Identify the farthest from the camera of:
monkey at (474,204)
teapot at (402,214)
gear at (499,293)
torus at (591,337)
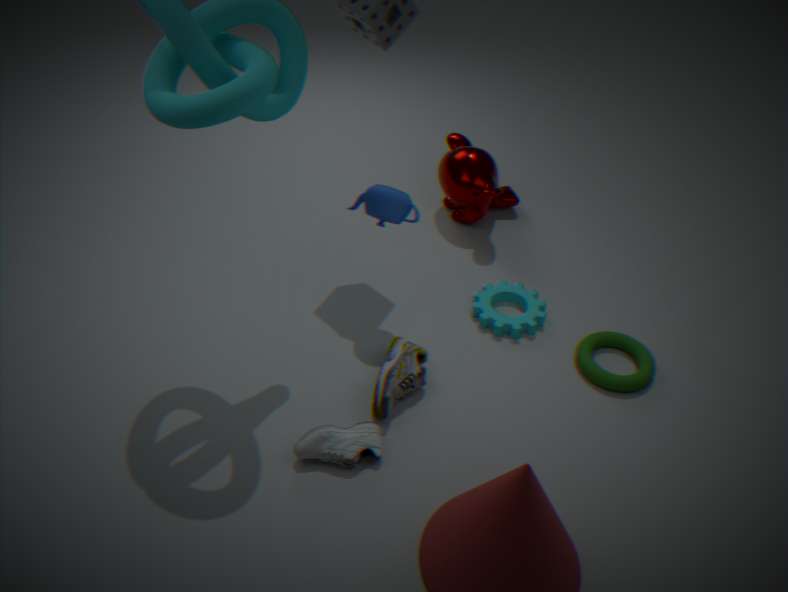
monkey at (474,204)
